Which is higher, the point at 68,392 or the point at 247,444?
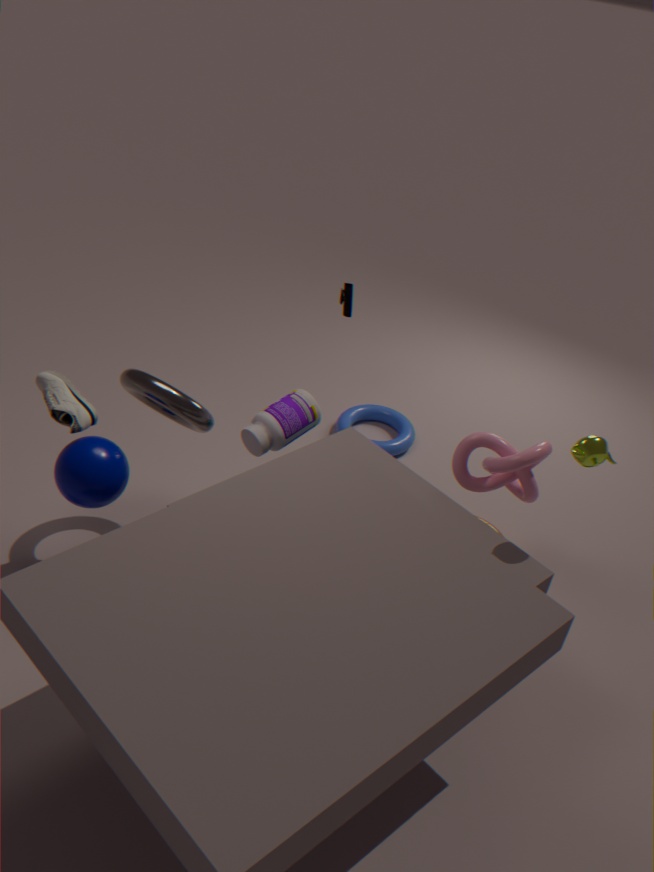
the point at 68,392
